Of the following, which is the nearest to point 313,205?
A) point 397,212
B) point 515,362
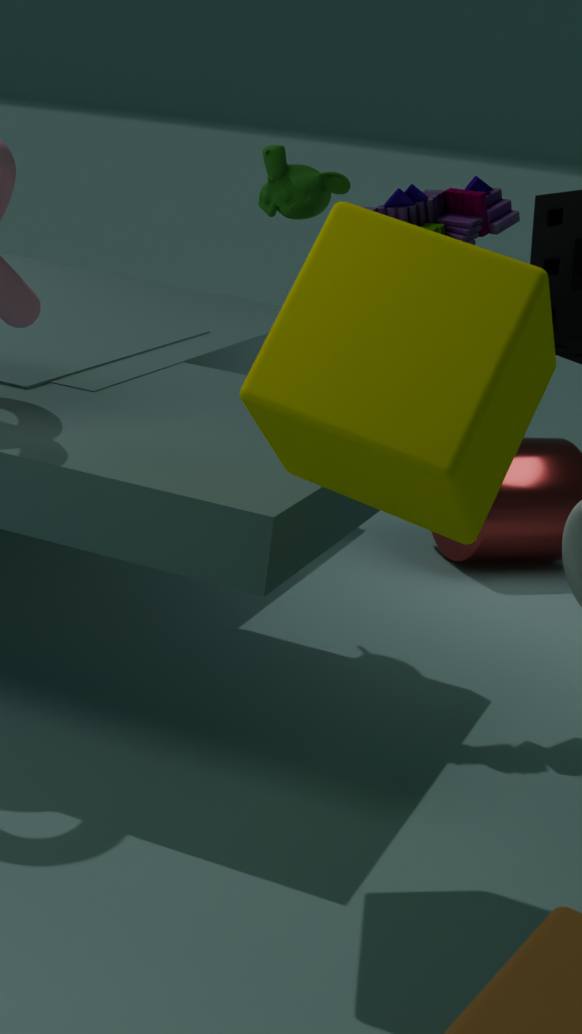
point 397,212
